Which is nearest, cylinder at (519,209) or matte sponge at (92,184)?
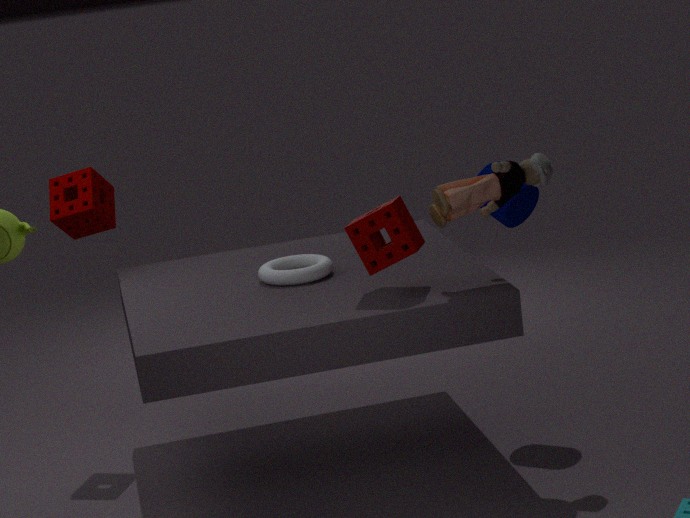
cylinder at (519,209)
